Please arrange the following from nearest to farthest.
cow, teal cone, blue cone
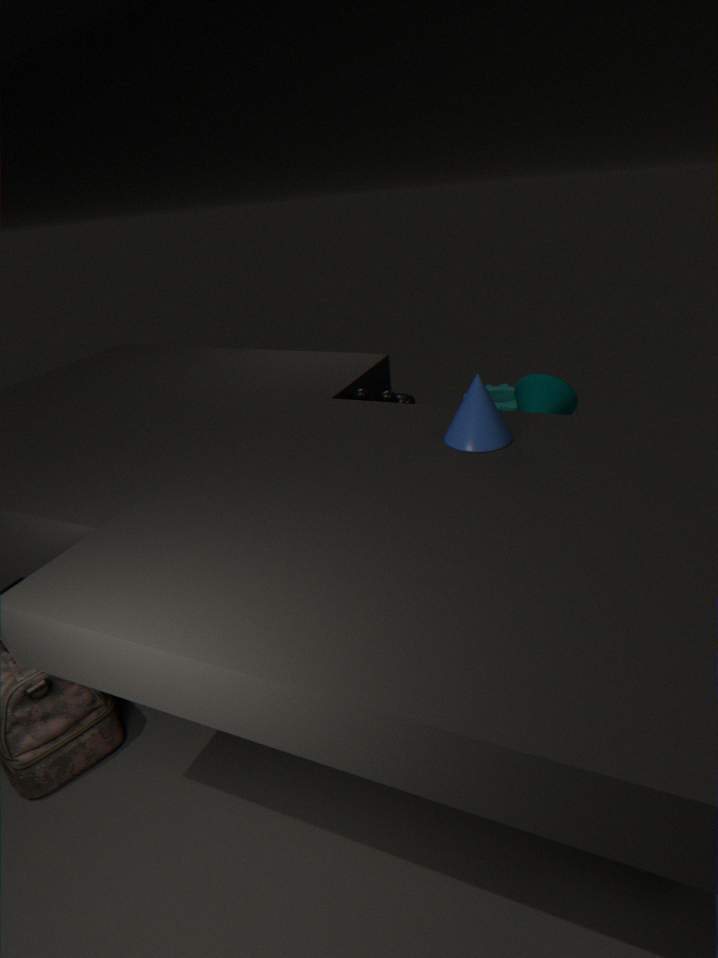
blue cone → cow → teal cone
